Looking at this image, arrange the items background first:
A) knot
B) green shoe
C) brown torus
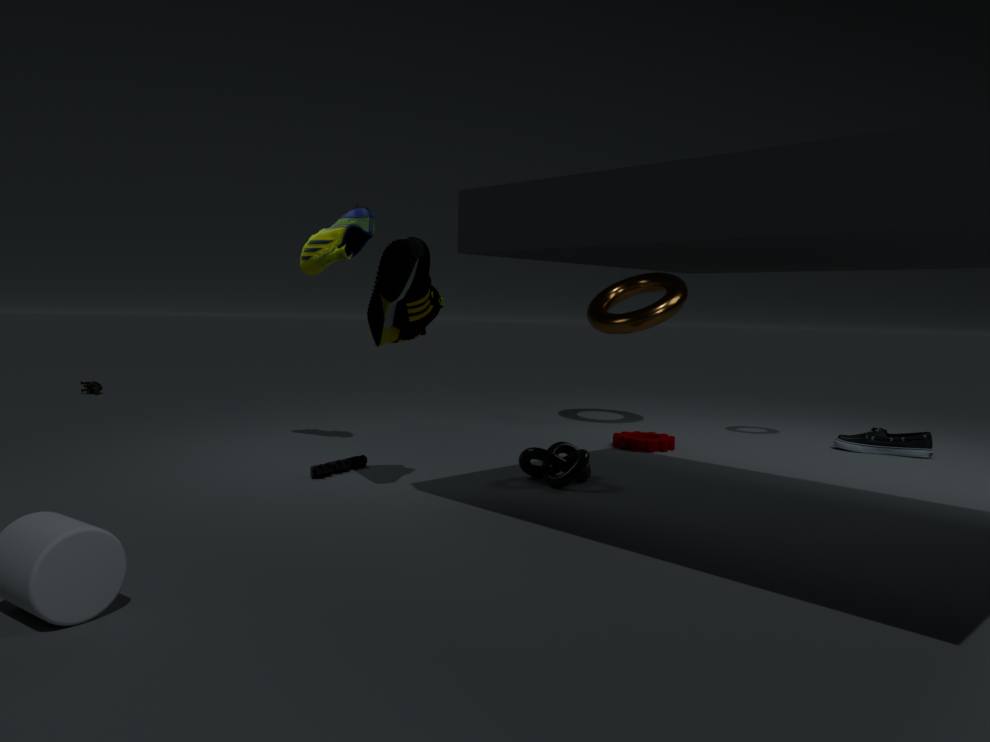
brown torus → green shoe → knot
